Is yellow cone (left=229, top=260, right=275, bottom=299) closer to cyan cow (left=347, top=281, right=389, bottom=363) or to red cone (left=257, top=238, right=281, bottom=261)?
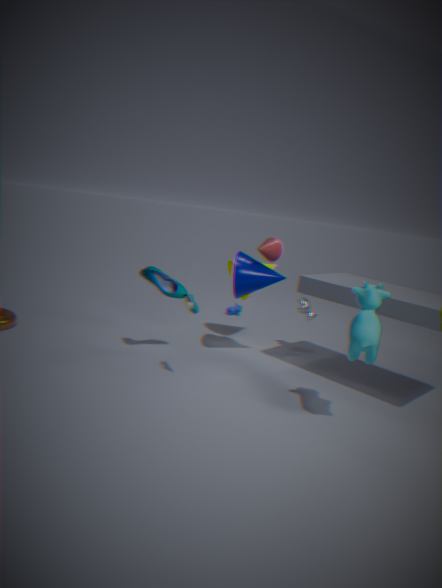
red cone (left=257, top=238, right=281, bottom=261)
